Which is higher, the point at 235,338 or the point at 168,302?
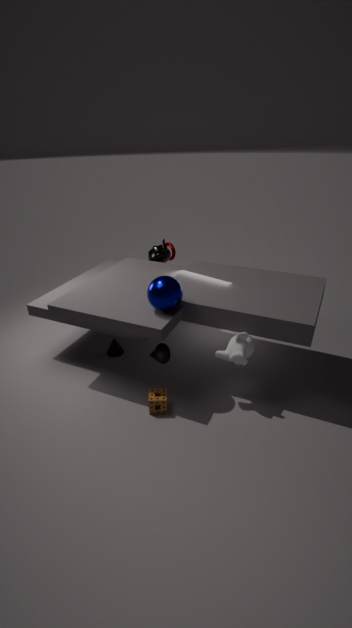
the point at 168,302
